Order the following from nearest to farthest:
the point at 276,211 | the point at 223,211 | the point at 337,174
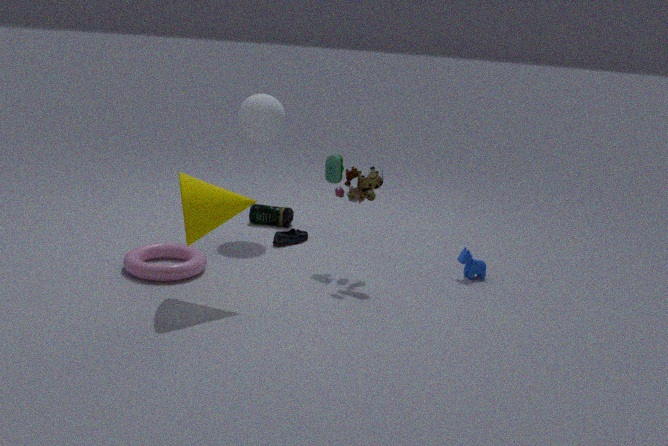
the point at 223,211 → the point at 337,174 → the point at 276,211
